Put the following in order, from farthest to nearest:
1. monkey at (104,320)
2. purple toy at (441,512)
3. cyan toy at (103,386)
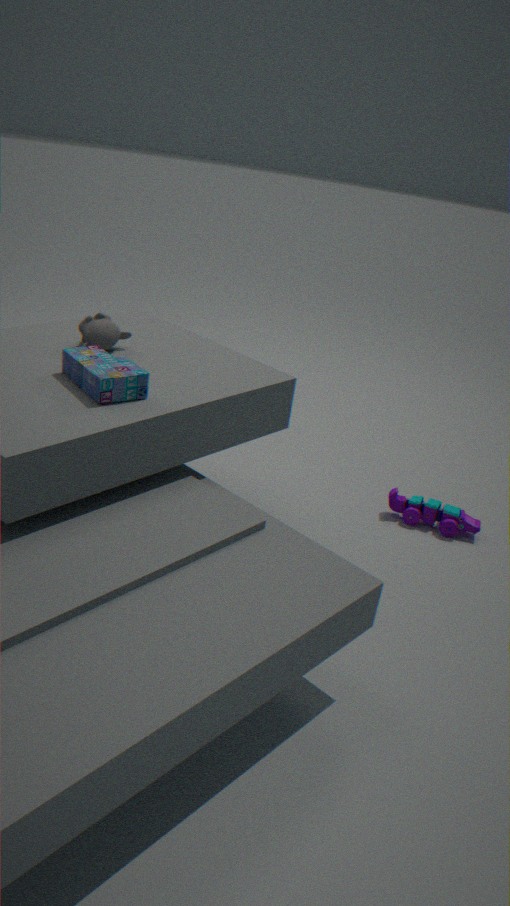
purple toy at (441,512) < monkey at (104,320) < cyan toy at (103,386)
